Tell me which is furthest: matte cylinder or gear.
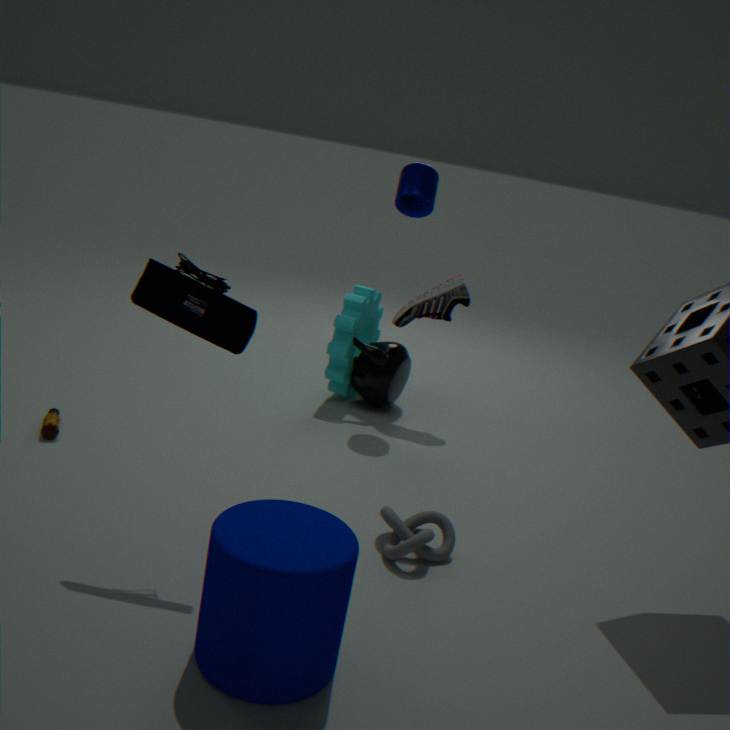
gear
